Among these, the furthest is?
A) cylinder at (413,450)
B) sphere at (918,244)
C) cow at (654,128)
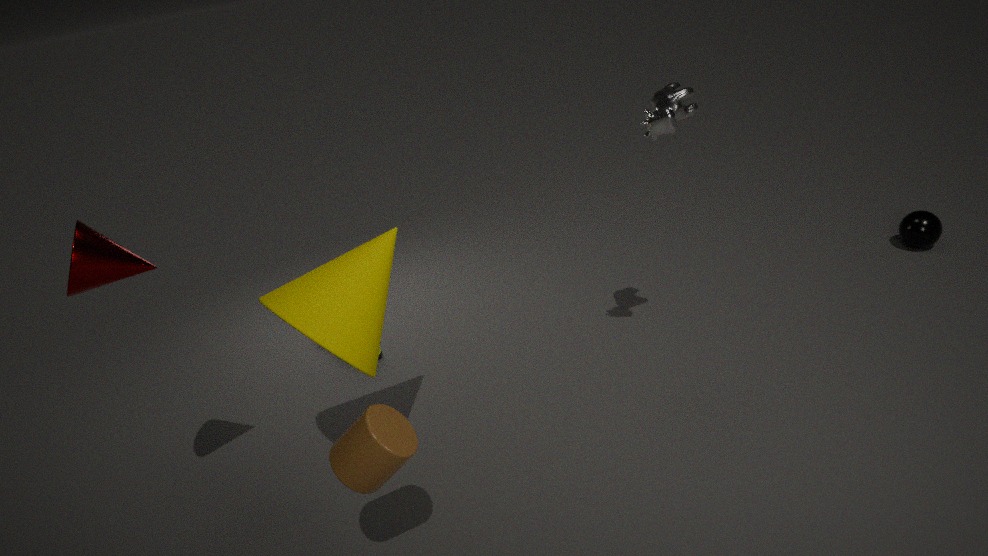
B. sphere at (918,244)
